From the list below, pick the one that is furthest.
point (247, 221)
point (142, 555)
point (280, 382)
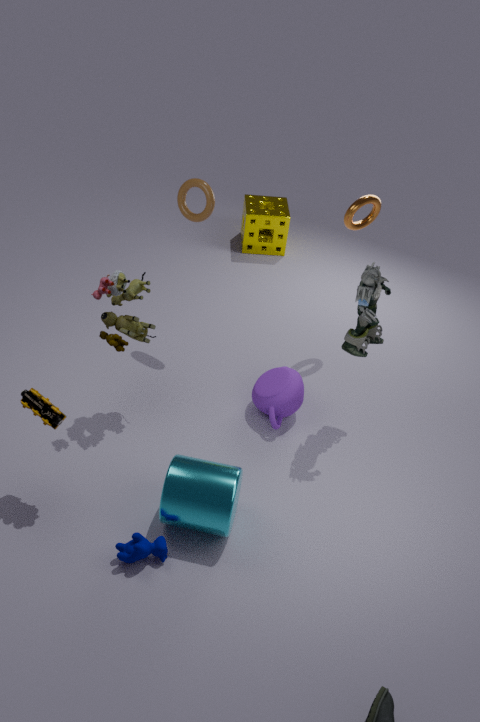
point (247, 221)
